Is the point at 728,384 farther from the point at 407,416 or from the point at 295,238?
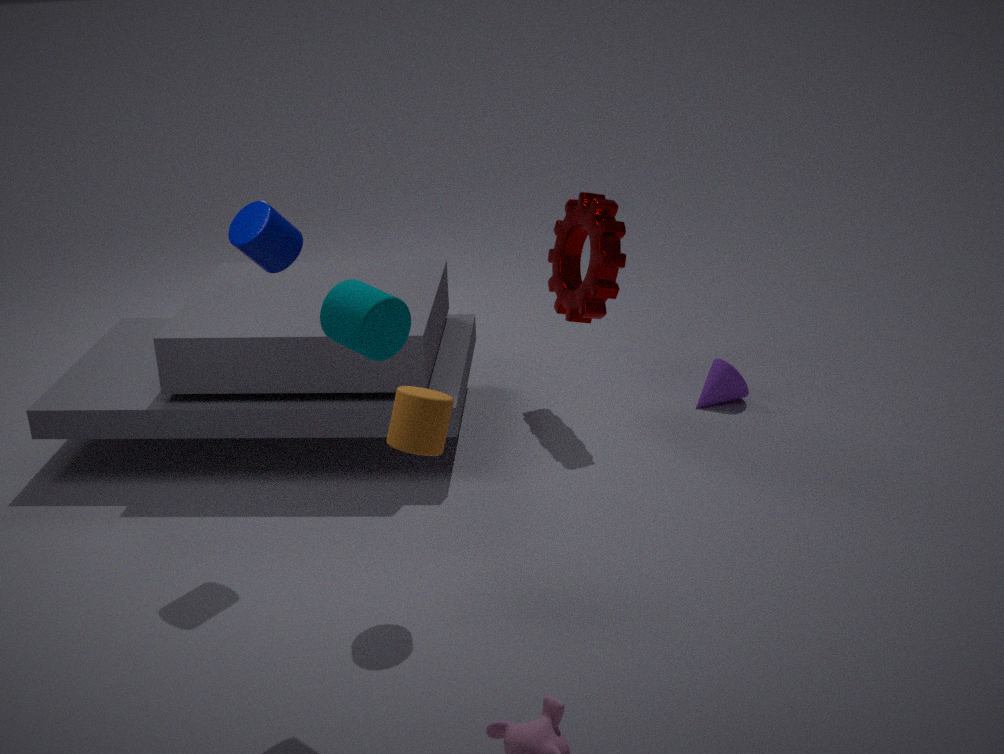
the point at 295,238
